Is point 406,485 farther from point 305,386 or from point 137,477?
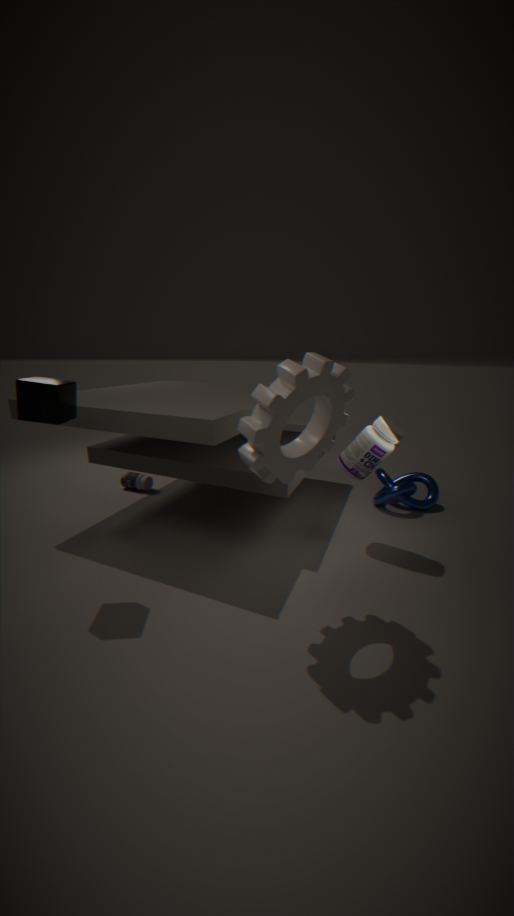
point 137,477
